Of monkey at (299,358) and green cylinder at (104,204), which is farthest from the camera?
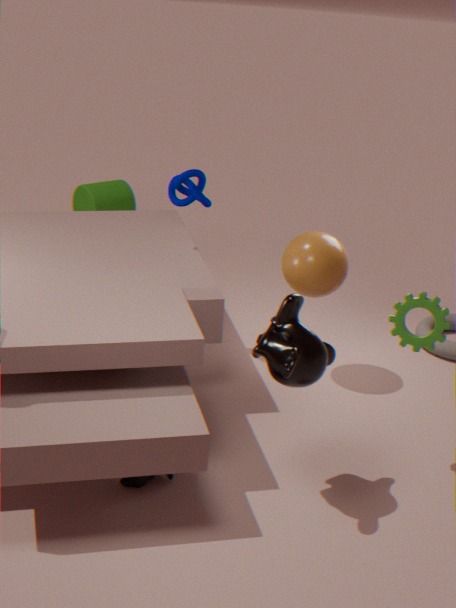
green cylinder at (104,204)
